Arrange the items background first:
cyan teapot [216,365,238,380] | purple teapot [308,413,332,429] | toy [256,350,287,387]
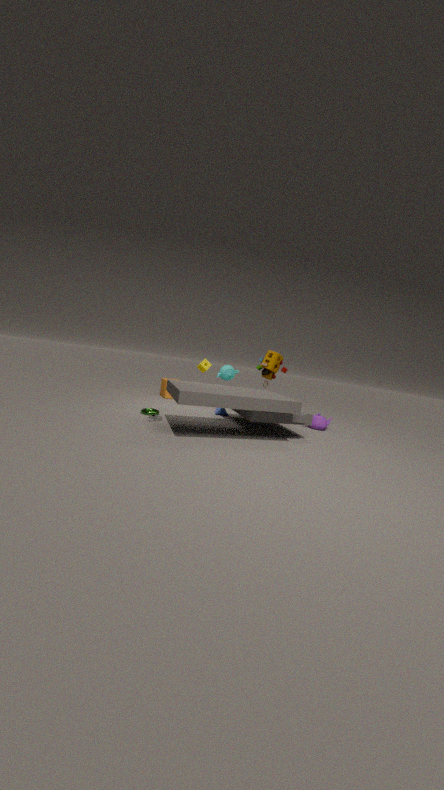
cyan teapot [216,365,238,380], purple teapot [308,413,332,429], toy [256,350,287,387]
